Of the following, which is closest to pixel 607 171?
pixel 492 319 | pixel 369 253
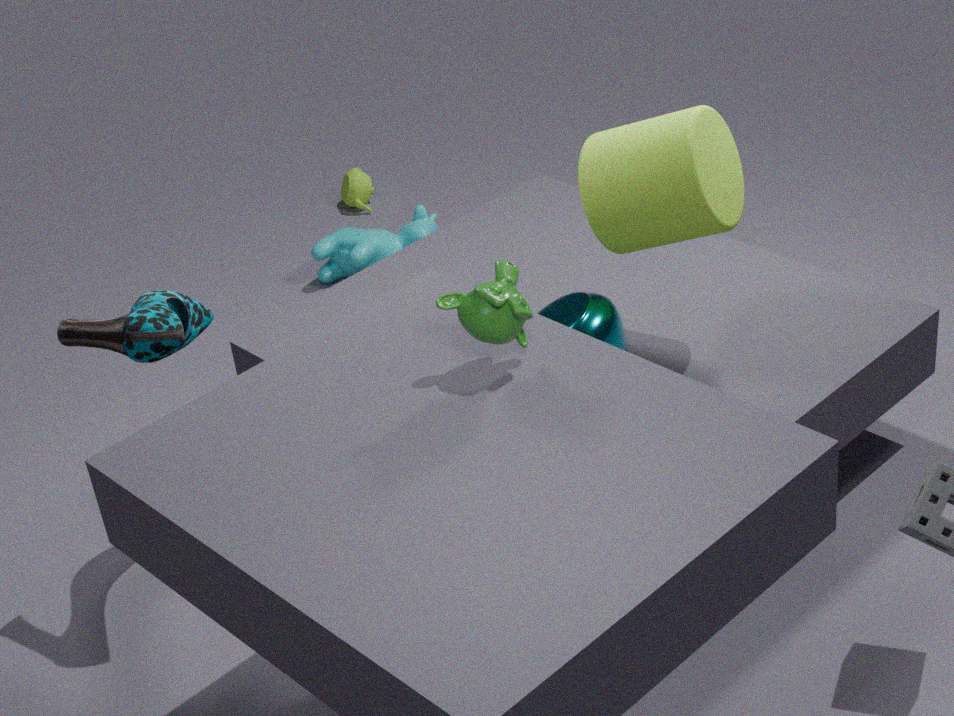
pixel 492 319
